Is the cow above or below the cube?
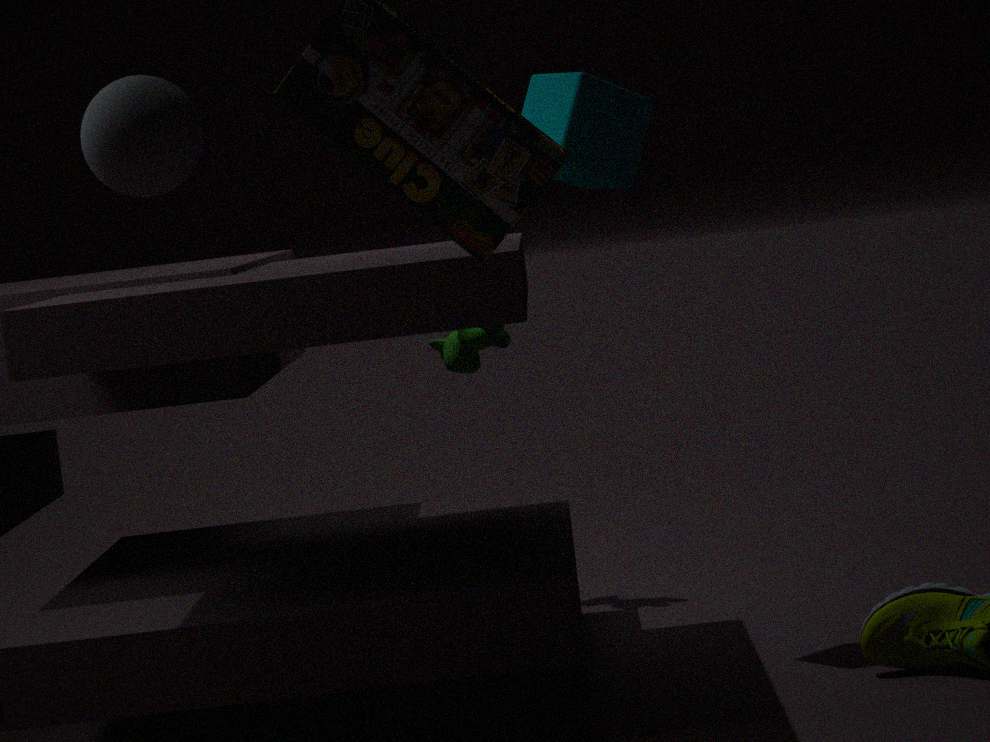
below
